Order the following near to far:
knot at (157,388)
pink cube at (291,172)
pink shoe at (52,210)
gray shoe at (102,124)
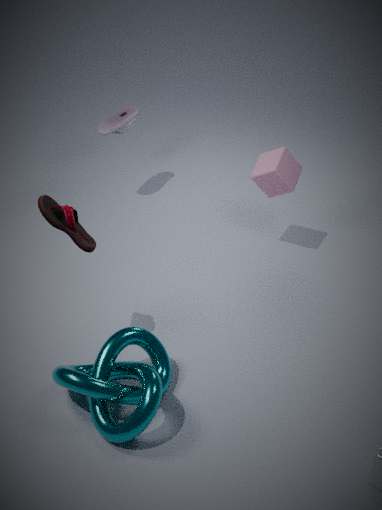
knot at (157,388) < pink shoe at (52,210) < pink cube at (291,172) < gray shoe at (102,124)
